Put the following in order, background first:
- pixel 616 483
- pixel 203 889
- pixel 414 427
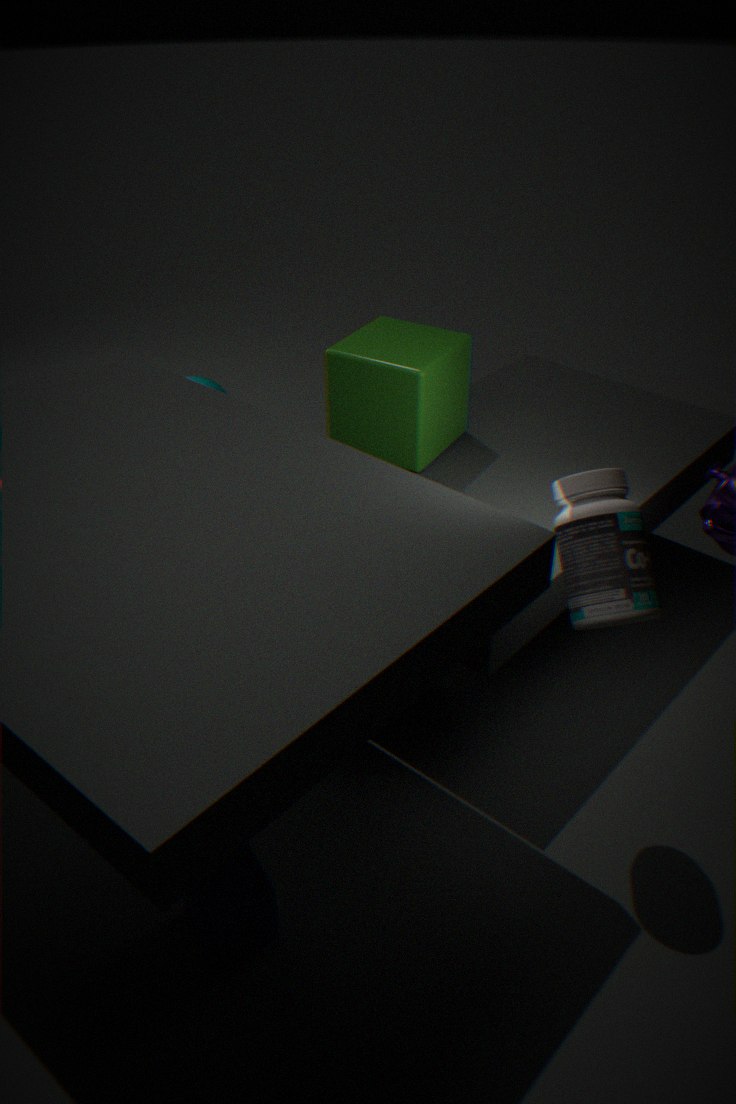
1. pixel 414 427
2. pixel 203 889
3. pixel 616 483
